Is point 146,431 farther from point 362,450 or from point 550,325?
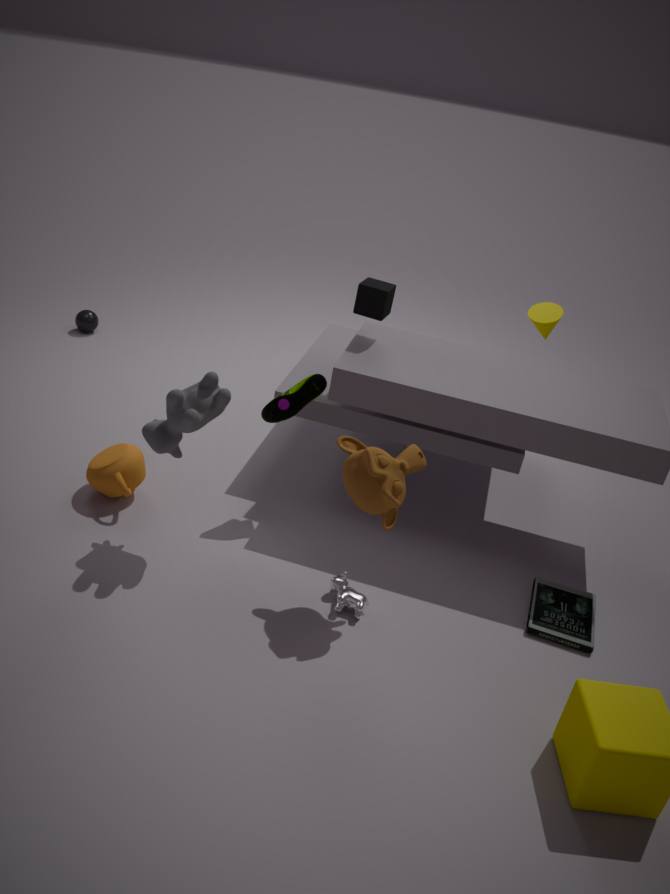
point 550,325
